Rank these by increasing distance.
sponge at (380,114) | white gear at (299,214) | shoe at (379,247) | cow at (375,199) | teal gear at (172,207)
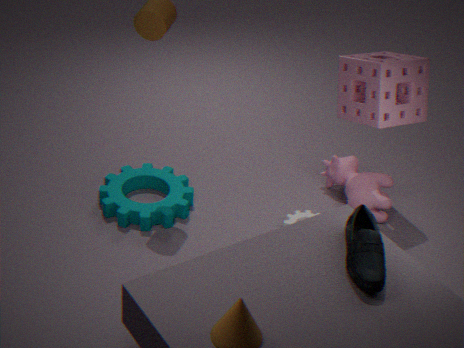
shoe at (379,247) < sponge at (380,114) < teal gear at (172,207) < white gear at (299,214) < cow at (375,199)
